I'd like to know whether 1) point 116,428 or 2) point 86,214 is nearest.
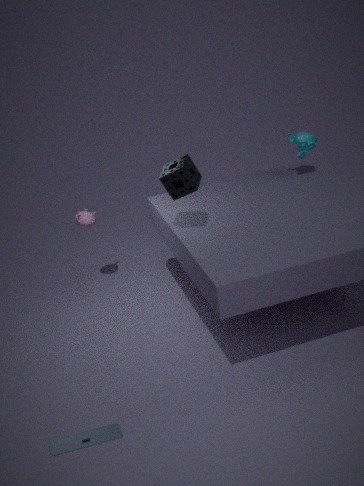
1. point 116,428
